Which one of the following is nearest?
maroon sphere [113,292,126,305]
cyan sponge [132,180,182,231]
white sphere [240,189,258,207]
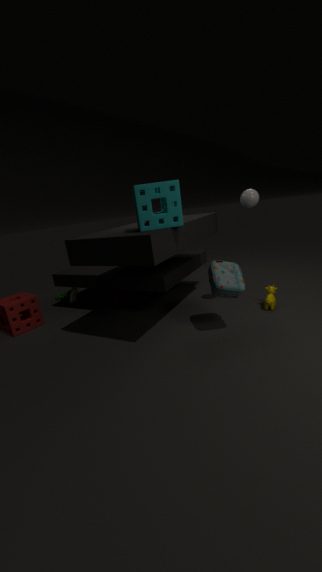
cyan sponge [132,180,182,231]
